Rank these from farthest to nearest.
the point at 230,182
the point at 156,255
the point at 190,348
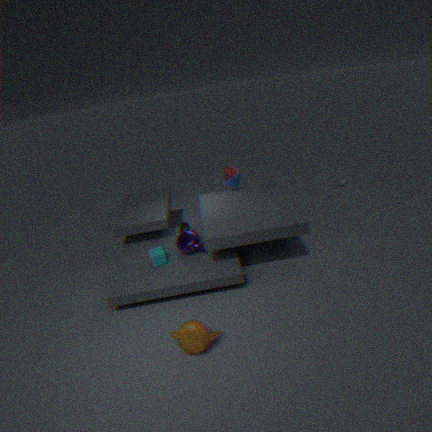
1. the point at 230,182
2. the point at 156,255
3. the point at 190,348
